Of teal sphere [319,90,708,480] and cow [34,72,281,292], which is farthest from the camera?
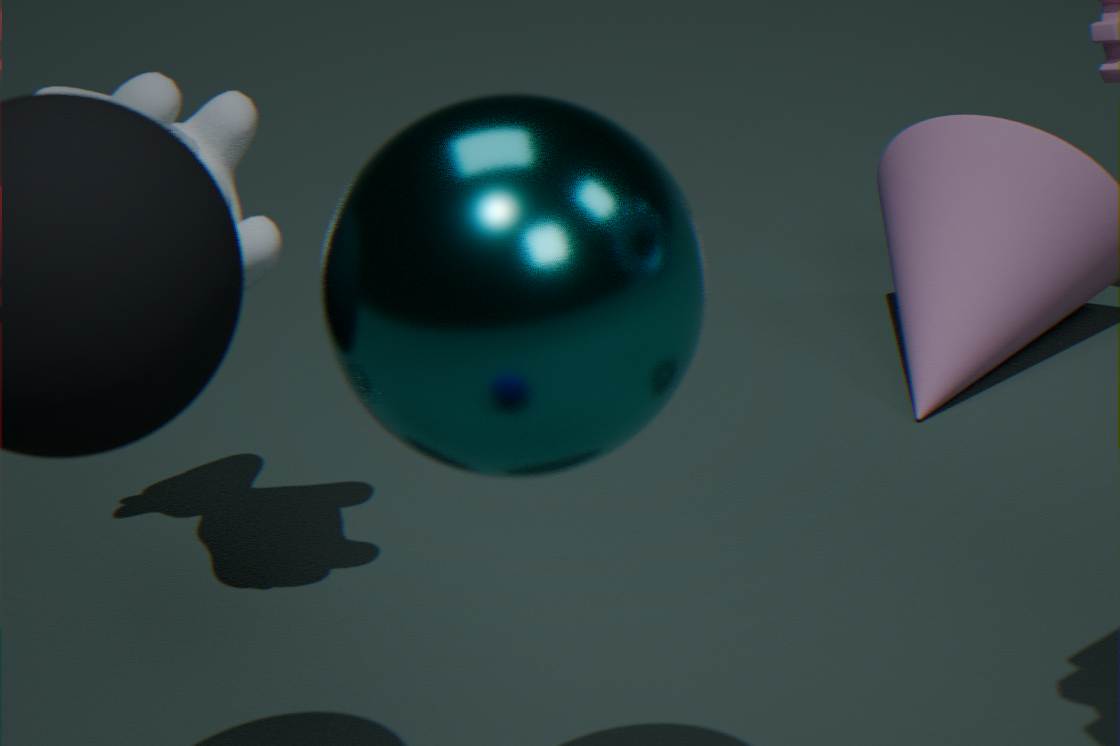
cow [34,72,281,292]
